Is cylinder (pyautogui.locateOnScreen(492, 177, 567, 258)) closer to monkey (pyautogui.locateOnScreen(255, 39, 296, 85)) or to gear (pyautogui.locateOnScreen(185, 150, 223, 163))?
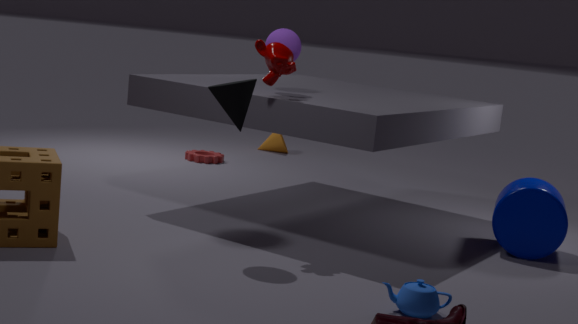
monkey (pyautogui.locateOnScreen(255, 39, 296, 85))
